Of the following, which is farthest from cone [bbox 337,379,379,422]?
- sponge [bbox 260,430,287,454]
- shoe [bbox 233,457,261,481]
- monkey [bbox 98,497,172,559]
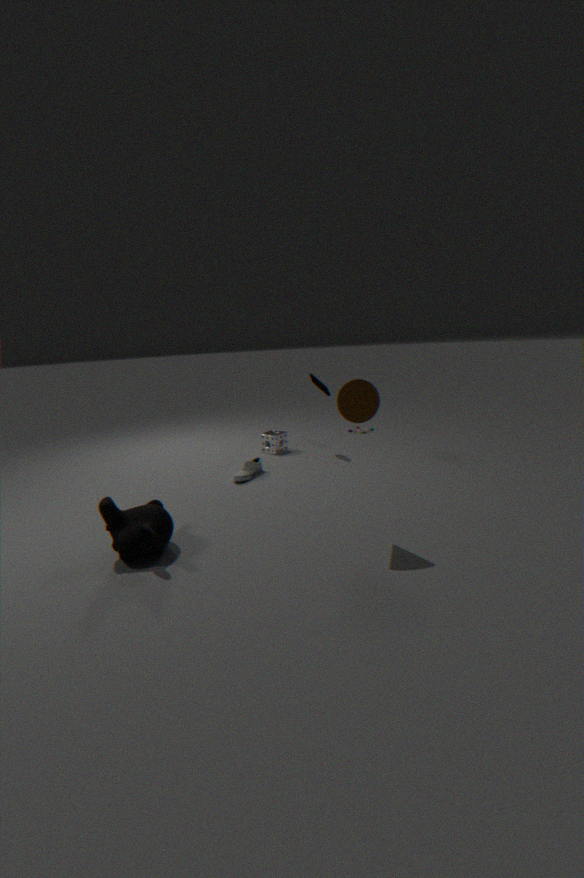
→ sponge [bbox 260,430,287,454]
